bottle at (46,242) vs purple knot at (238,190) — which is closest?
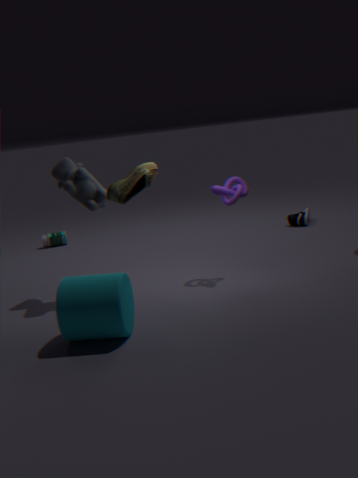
purple knot at (238,190)
